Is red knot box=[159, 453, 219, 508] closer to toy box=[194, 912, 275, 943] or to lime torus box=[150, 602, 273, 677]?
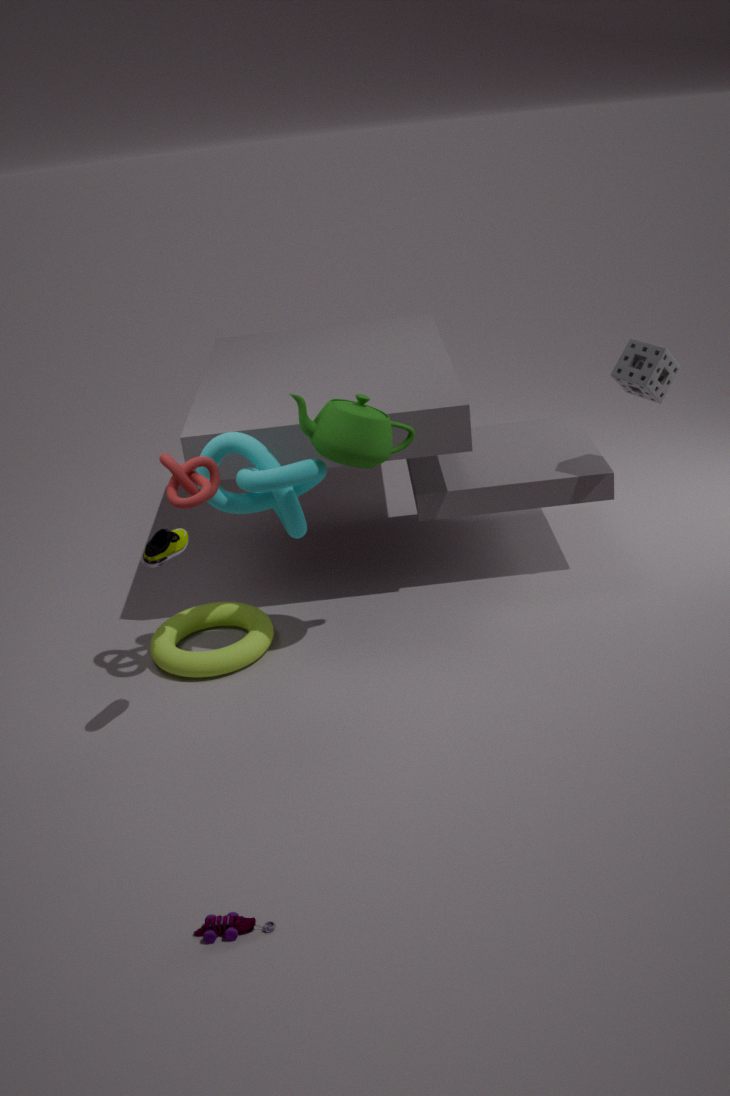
lime torus box=[150, 602, 273, 677]
